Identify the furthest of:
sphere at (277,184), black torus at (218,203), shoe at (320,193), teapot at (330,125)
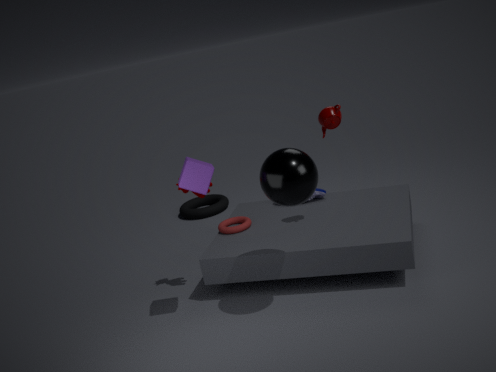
black torus at (218,203)
